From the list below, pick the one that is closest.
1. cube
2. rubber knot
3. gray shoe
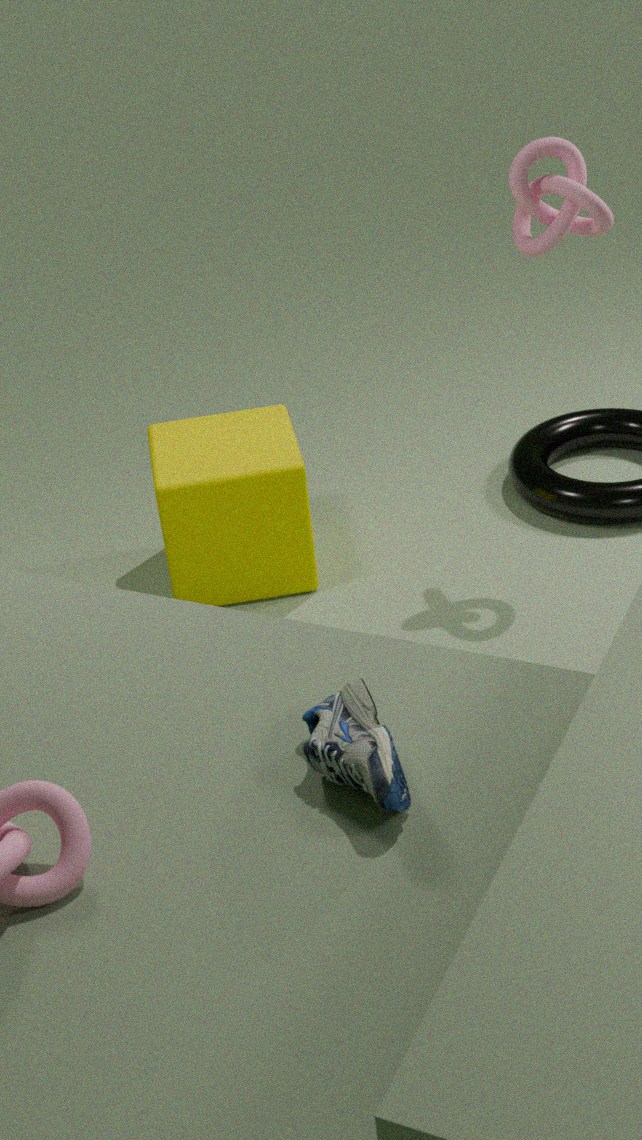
gray shoe
